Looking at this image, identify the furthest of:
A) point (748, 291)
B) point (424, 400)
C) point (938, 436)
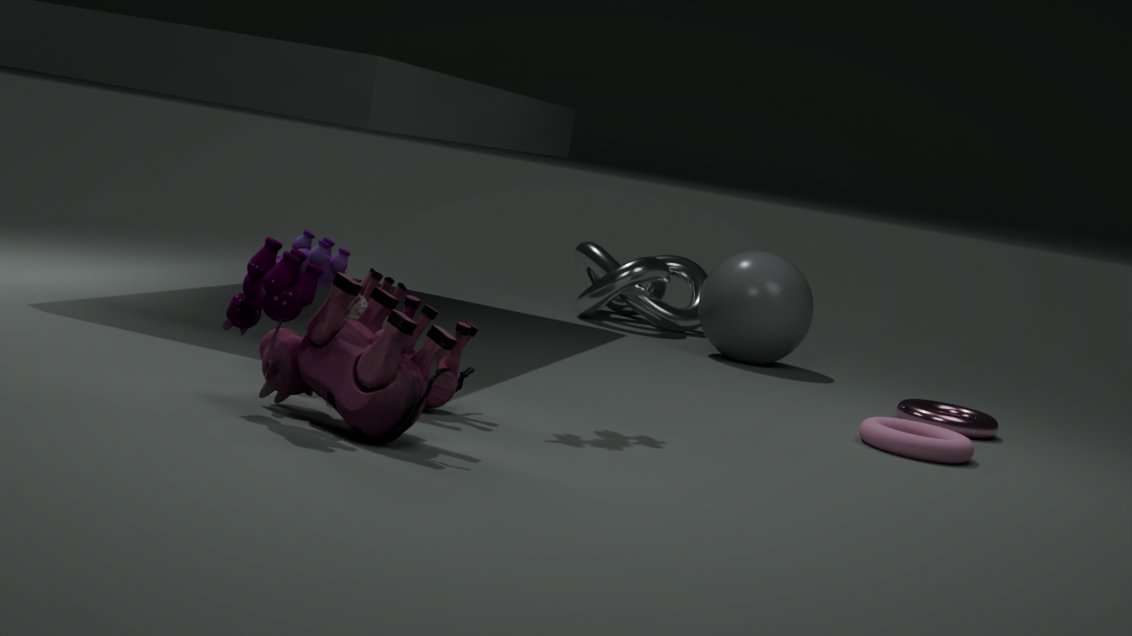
point (748, 291)
